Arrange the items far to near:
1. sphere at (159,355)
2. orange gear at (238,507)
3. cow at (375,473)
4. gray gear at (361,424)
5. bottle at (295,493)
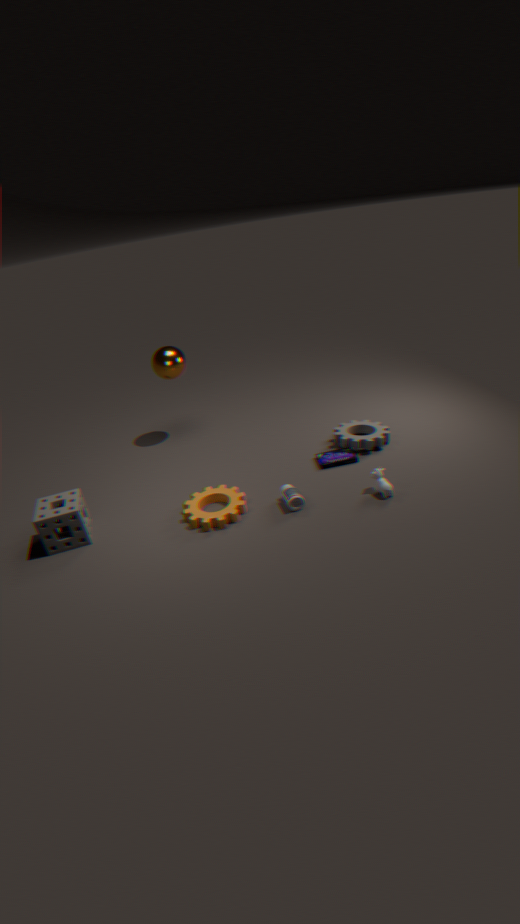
1. sphere at (159,355)
2. gray gear at (361,424)
3. bottle at (295,493)
4. orange gear at (238,507)
5. cow at (375,473)
